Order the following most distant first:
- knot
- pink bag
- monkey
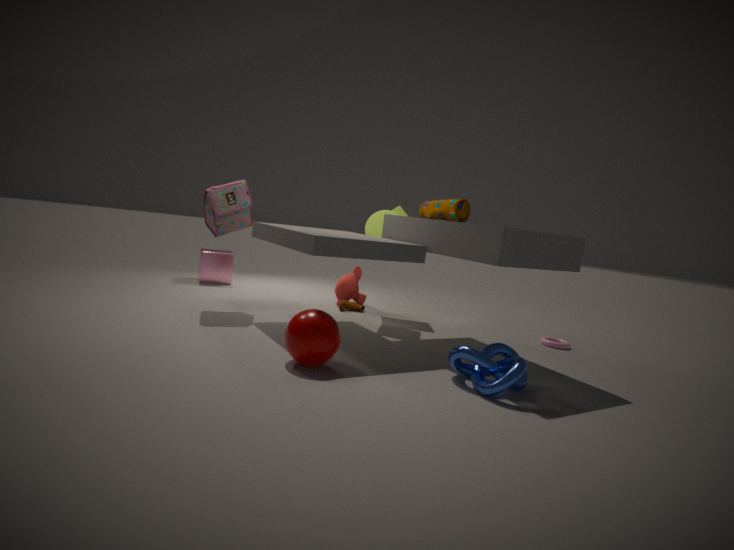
monkey
pink bag
knot
